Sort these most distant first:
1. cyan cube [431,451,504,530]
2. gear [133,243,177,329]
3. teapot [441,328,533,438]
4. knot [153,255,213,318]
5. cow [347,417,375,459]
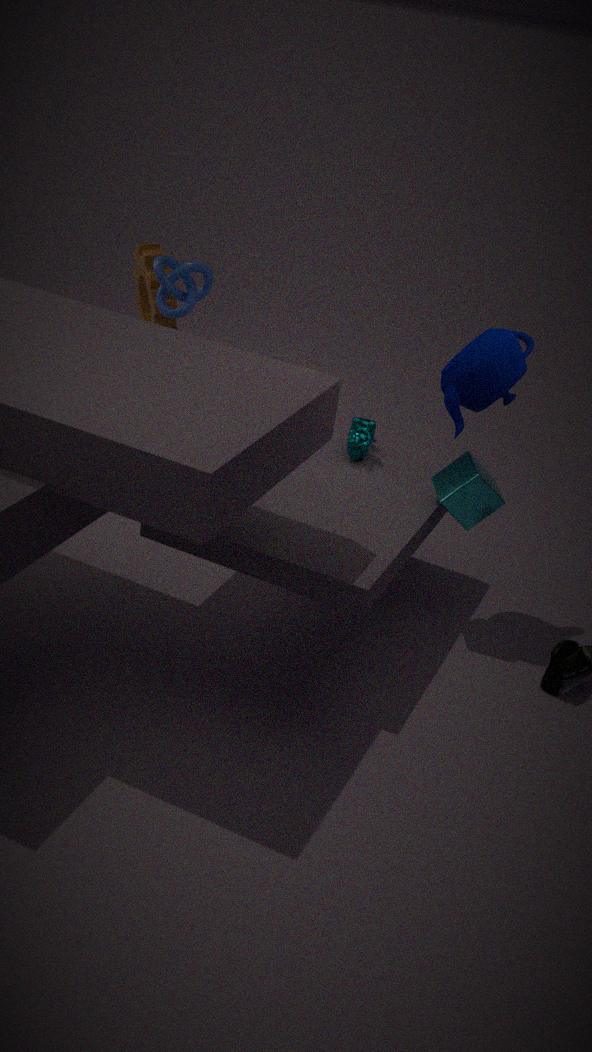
gear [133,243,177,329], knot [153,255,213,318], cow [347,417,375,459], cyan cube [431,451,504,530], teapot [441,328,533,438]
